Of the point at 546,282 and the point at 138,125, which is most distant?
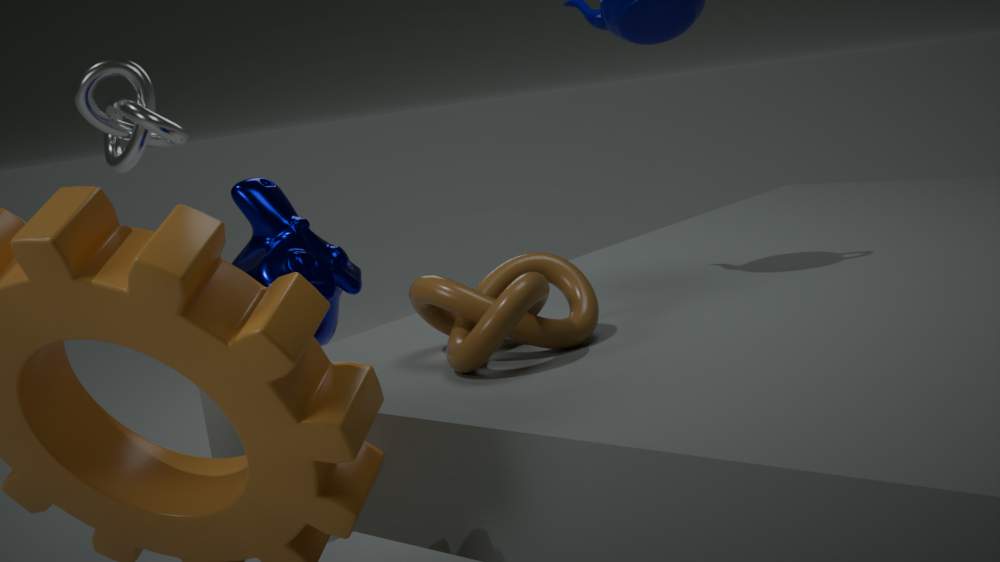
the point at 138,125
